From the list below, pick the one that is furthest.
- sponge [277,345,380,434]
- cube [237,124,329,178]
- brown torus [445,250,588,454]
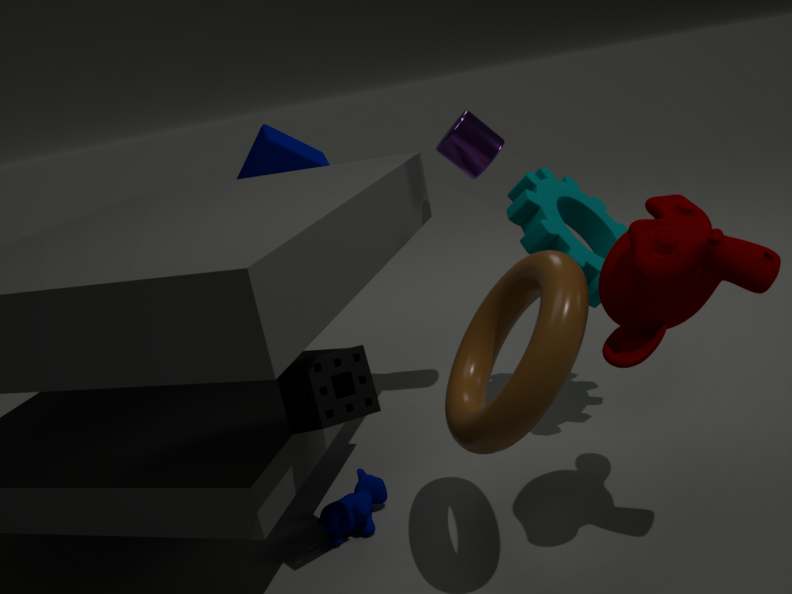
cube [237,124,329,178]
